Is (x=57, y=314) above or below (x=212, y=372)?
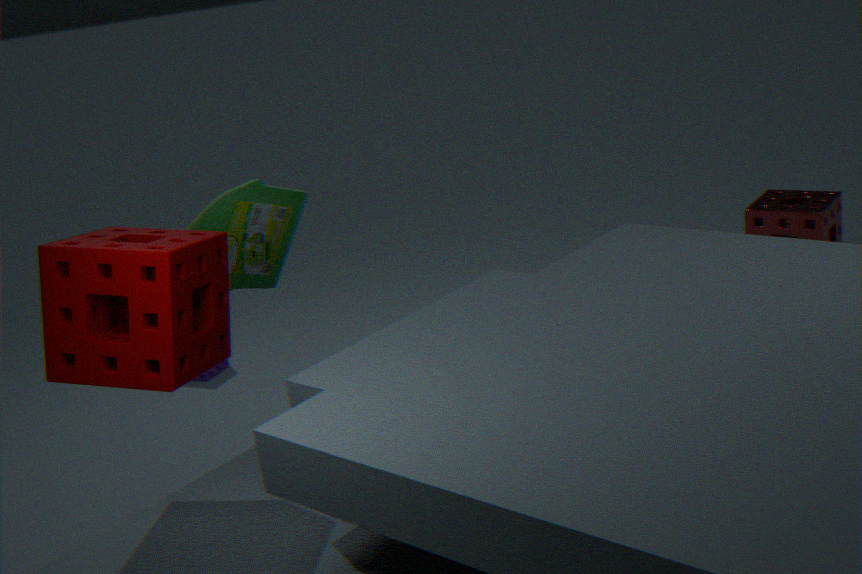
above
